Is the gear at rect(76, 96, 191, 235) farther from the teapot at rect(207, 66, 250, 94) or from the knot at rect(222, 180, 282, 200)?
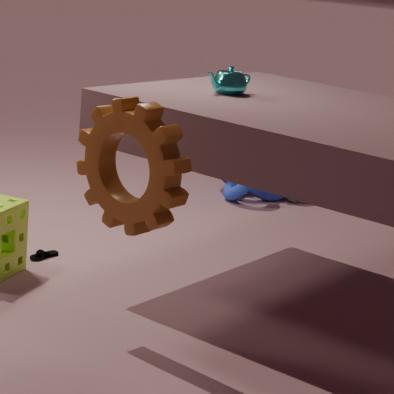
the knot at rect(222, 180, 282, 200)
